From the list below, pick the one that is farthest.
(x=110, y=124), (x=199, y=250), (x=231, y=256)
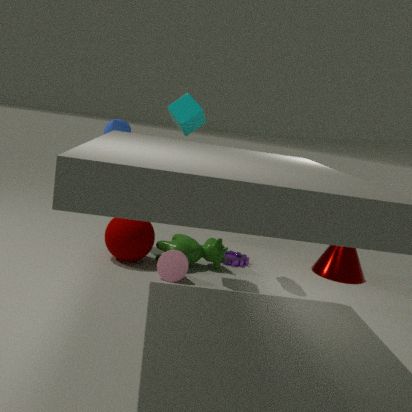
(x=231, y=256)
